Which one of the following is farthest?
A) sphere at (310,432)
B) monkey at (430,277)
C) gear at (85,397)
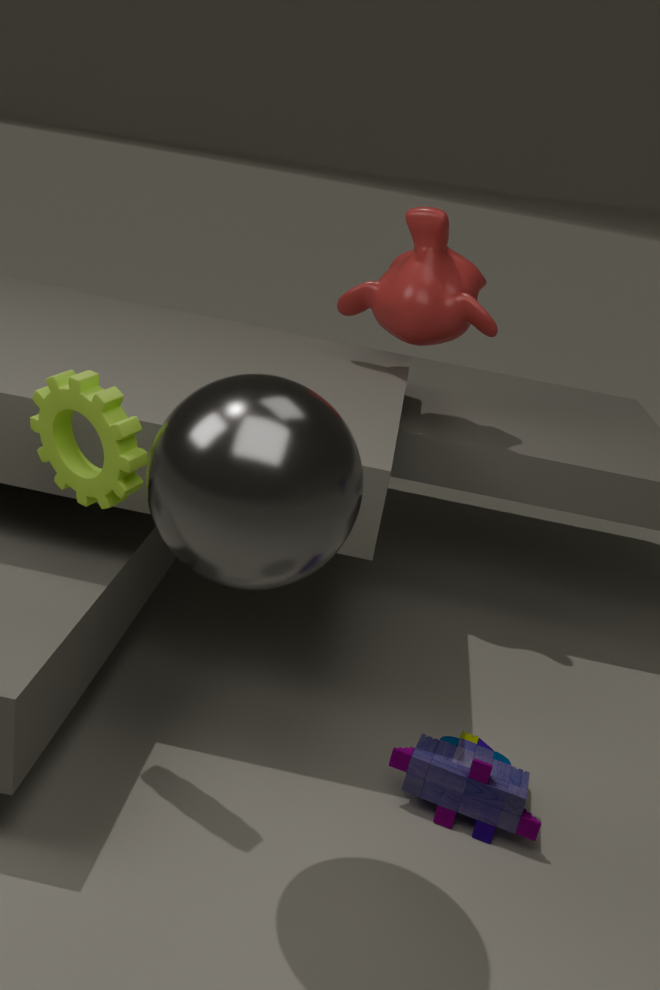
B. monkey at (430,277)
